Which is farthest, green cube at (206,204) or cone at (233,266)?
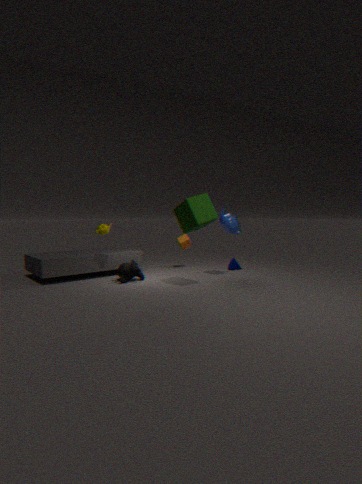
cone at (233,266)
